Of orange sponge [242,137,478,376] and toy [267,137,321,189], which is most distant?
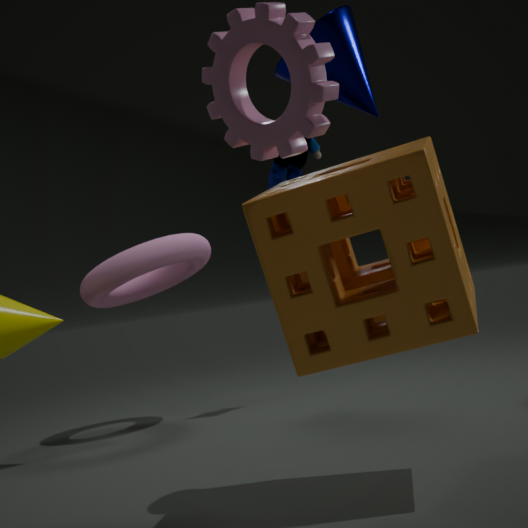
toy [267,137,321,189]
